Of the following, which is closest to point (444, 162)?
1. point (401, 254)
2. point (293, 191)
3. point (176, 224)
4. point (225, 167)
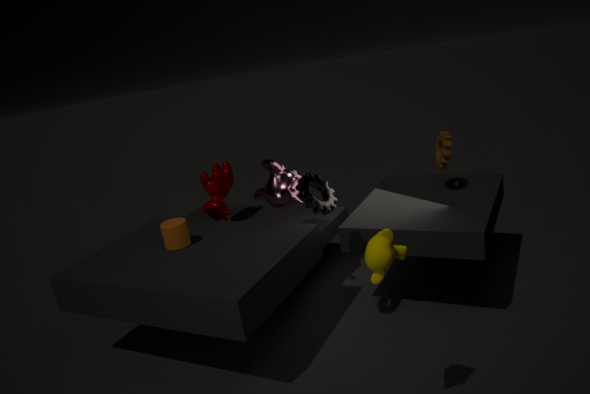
point (293, 191)
